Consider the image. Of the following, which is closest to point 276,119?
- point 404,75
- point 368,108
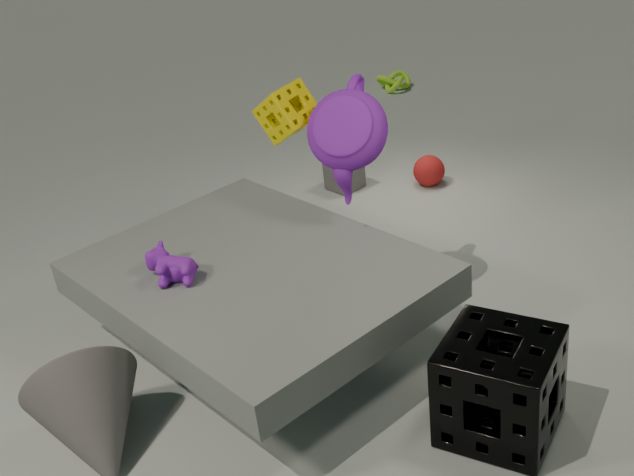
point 368,108
